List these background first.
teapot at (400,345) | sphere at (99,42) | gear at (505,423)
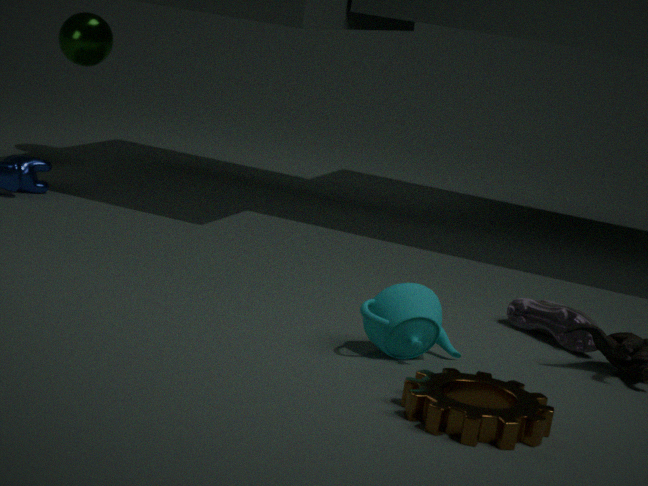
sphere at (99,42) → teapot at (400,345) → gear at (505,423)
